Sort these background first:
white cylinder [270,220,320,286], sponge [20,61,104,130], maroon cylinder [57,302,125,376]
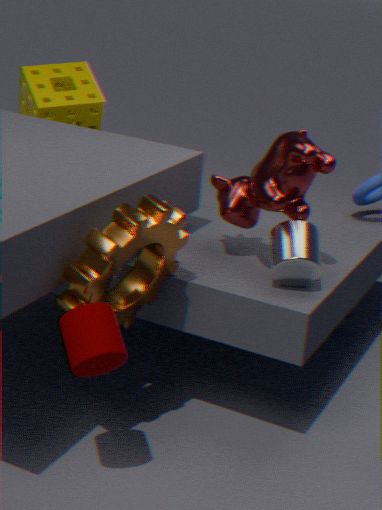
1. sponge [20,61,104,130]
2. white cylinder [270,220,320,286]
3. maroon cylinder [57,302,125,376]
